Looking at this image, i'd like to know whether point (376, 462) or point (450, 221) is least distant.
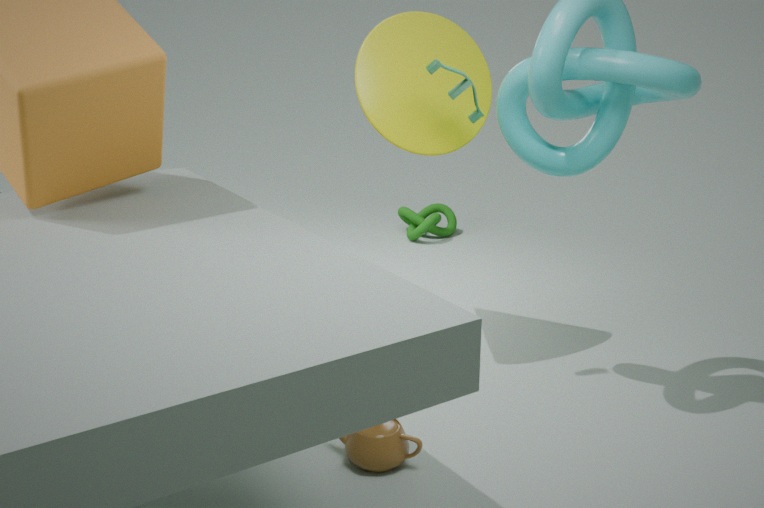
point (376, 462)
